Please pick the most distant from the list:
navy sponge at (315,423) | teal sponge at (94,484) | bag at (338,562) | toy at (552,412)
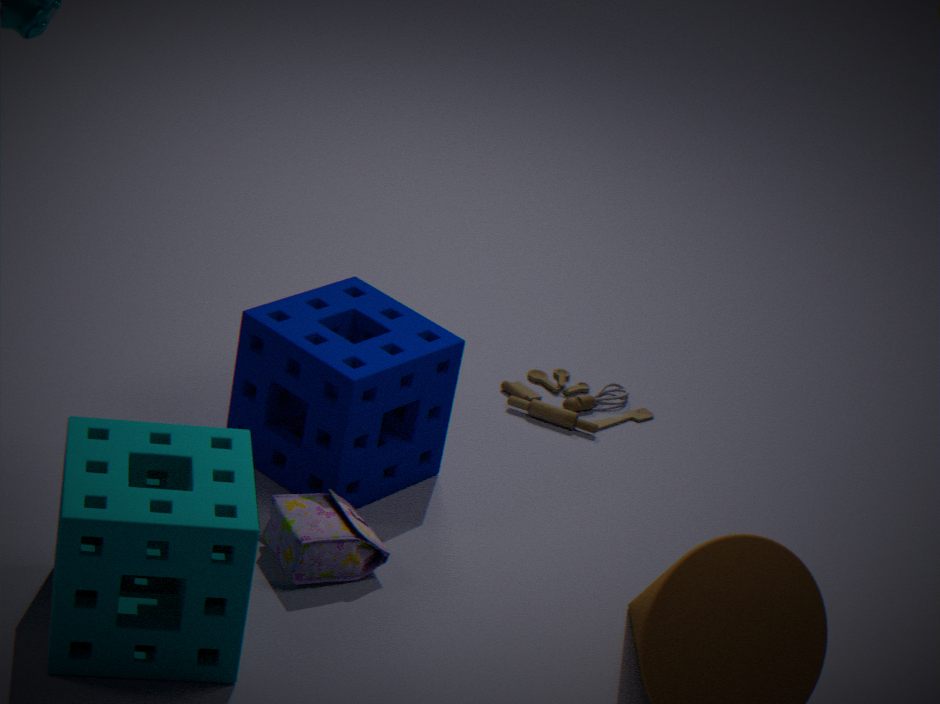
toy at (552,412)
